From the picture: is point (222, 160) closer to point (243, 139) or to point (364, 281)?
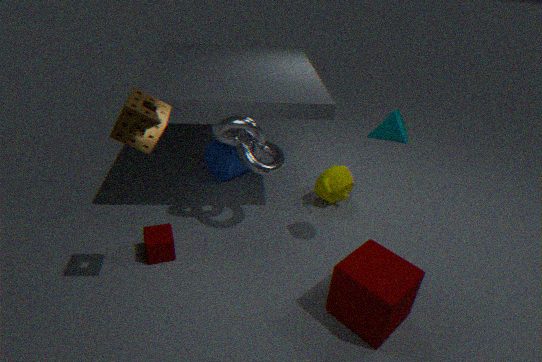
point (243, 139)
